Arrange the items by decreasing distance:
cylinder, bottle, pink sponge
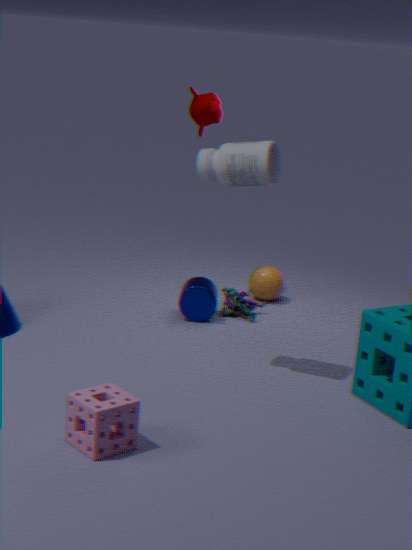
1. cylinder
2. bottle
3. pink sponge
